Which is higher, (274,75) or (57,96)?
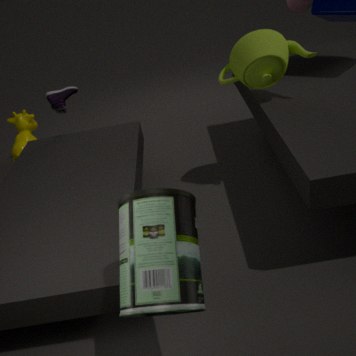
(274,75)
